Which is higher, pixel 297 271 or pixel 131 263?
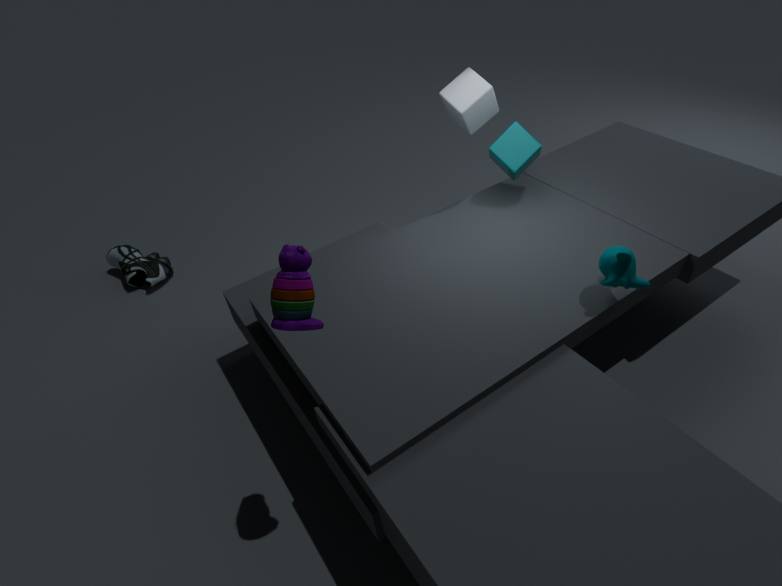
pixel 297 271
